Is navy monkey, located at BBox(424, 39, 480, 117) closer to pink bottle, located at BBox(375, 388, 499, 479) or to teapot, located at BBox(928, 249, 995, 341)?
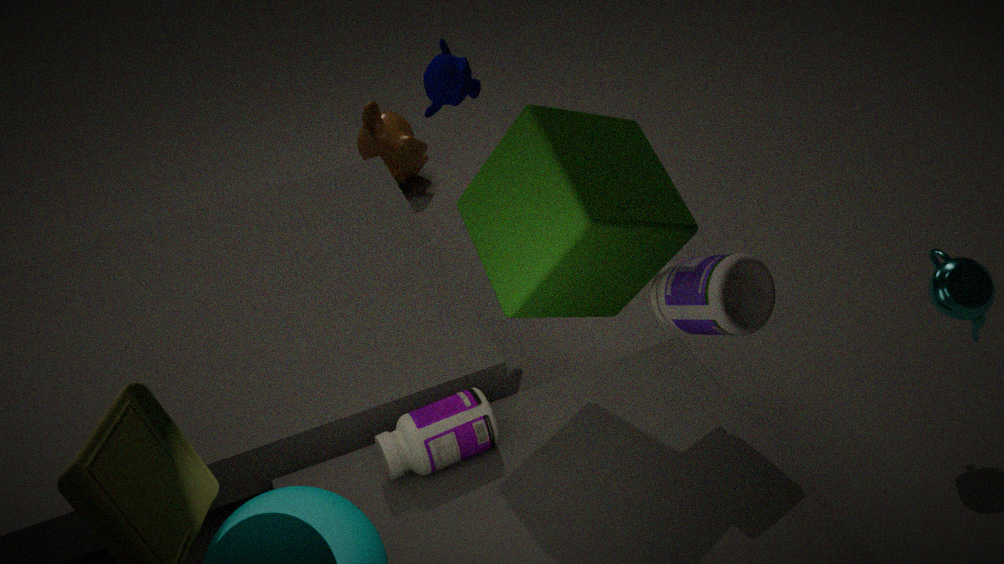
pink bottle, located at BBox(375, 388, 499, 479)
